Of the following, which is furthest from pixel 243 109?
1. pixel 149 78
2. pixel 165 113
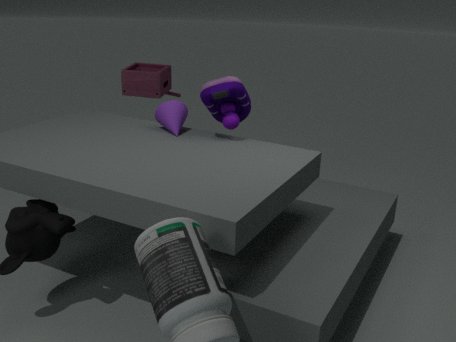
pixel 149 78
